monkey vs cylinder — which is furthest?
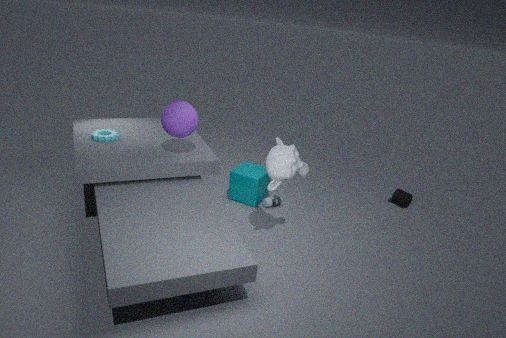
cylinder
